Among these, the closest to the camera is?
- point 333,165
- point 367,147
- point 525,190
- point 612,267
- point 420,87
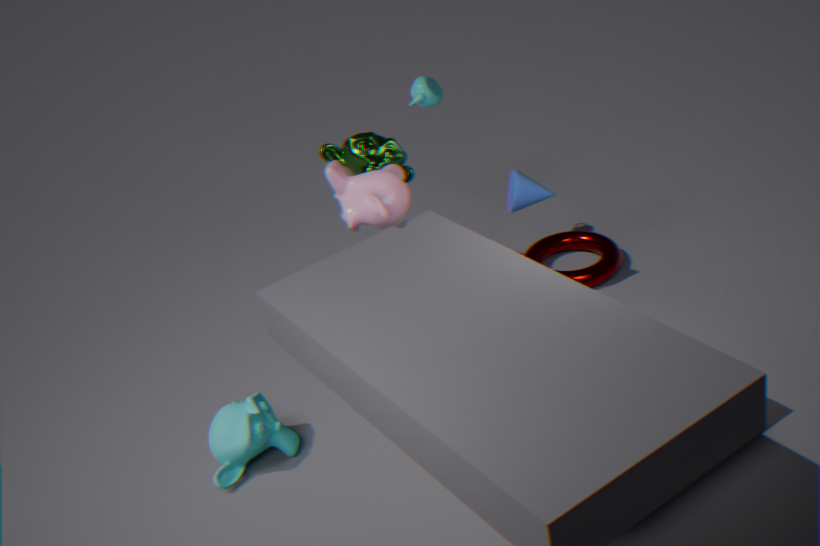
point 333,165
